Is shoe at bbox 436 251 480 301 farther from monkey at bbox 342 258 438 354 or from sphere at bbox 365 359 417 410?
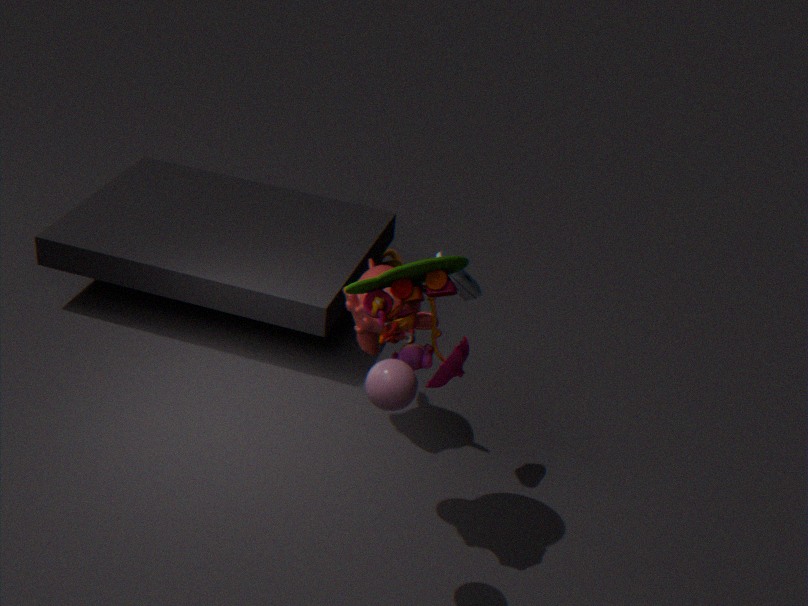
sphere at bbox 365 359 417 410
